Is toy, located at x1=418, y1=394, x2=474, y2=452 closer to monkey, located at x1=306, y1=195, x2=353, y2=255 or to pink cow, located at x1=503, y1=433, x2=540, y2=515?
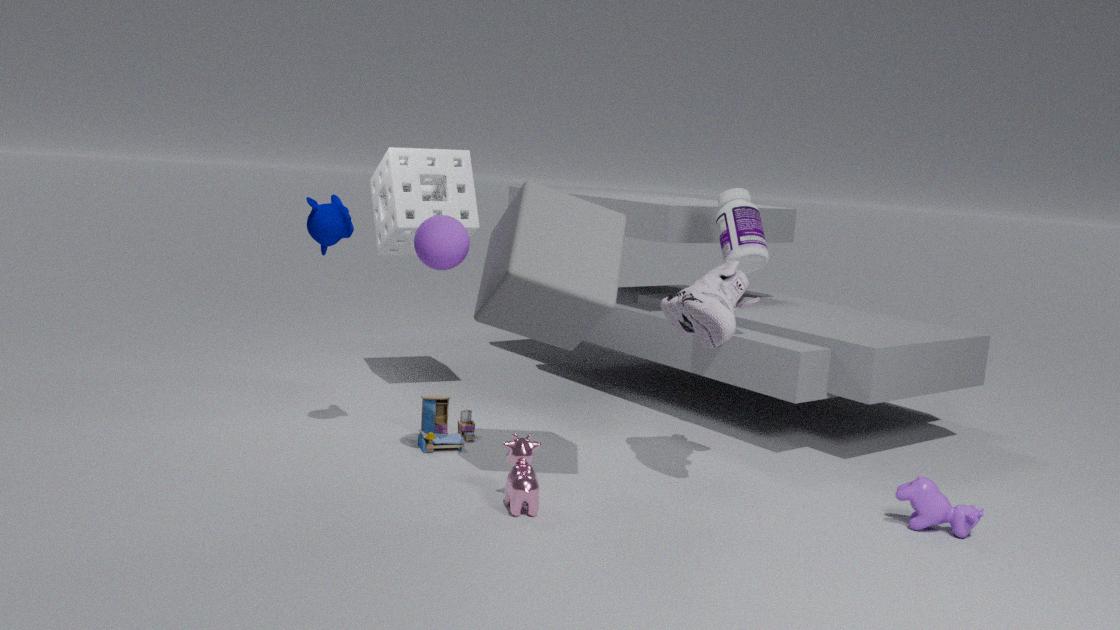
pink cow, located at x1=503, y1=433, x2=540, y2=515
